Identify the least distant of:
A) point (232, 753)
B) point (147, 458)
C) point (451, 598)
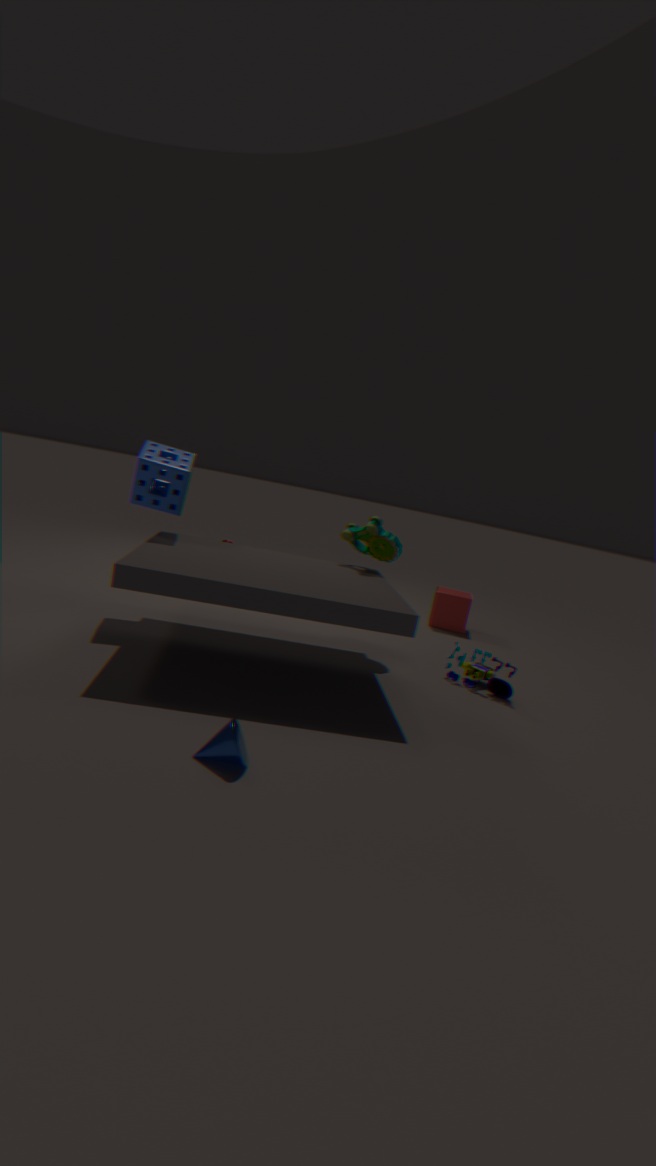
point (232, 753)
